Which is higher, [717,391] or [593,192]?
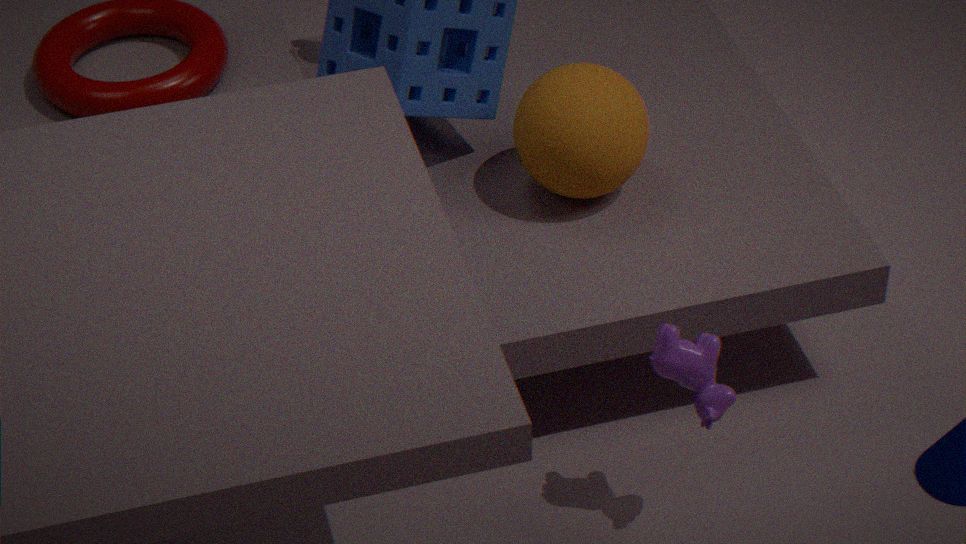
[593,192]
